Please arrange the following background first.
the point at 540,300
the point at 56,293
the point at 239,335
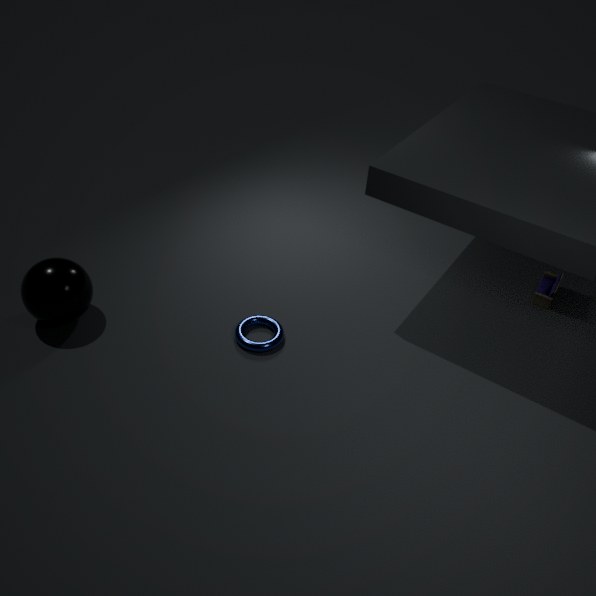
1. the point at 540,300
2. the point at 239,335
3. the point at 56,293
